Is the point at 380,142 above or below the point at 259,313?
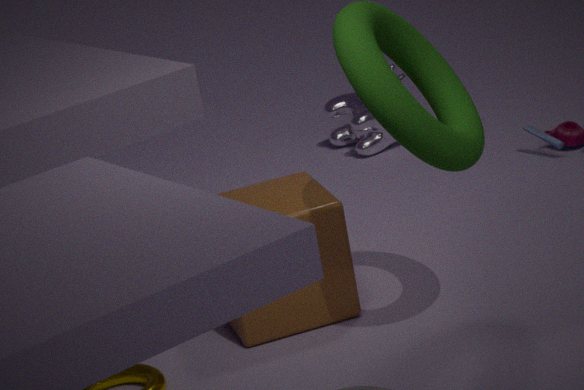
below
